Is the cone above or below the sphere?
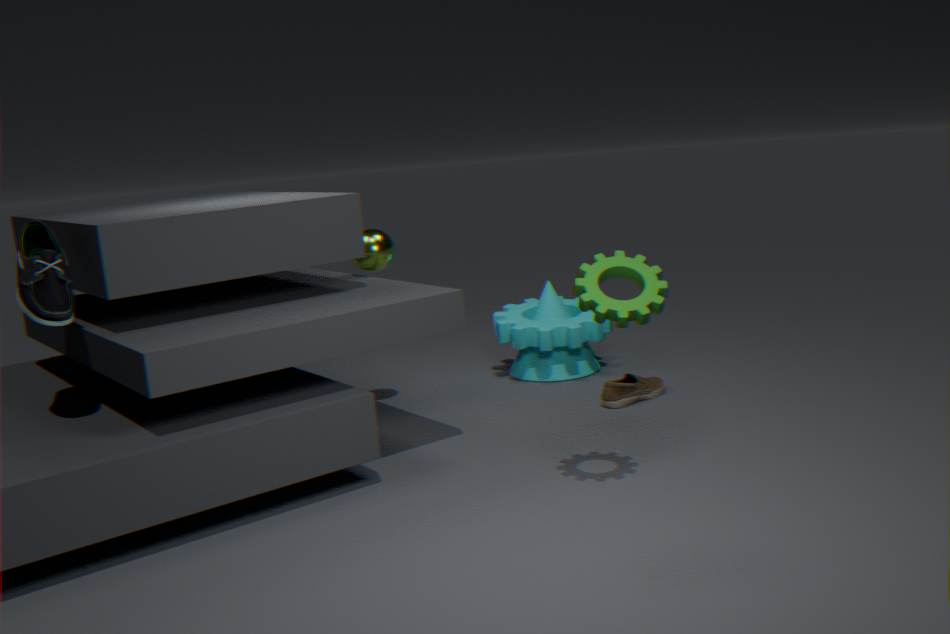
below
